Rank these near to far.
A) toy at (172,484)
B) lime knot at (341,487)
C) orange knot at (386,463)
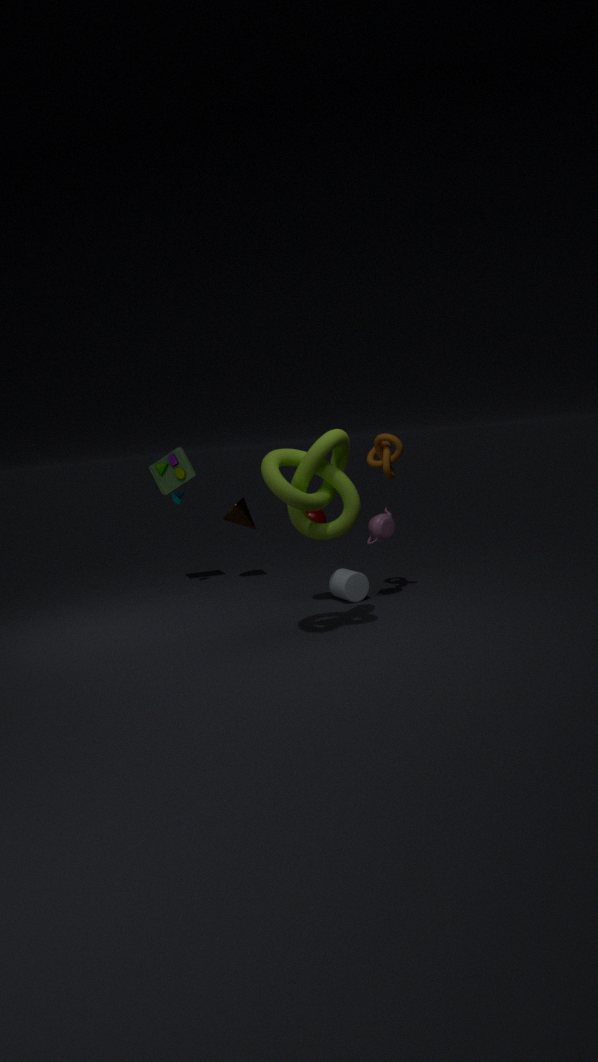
1. lime knot at (341,487)
2. orange knot at (386,463)
3. toy at (172,484)
